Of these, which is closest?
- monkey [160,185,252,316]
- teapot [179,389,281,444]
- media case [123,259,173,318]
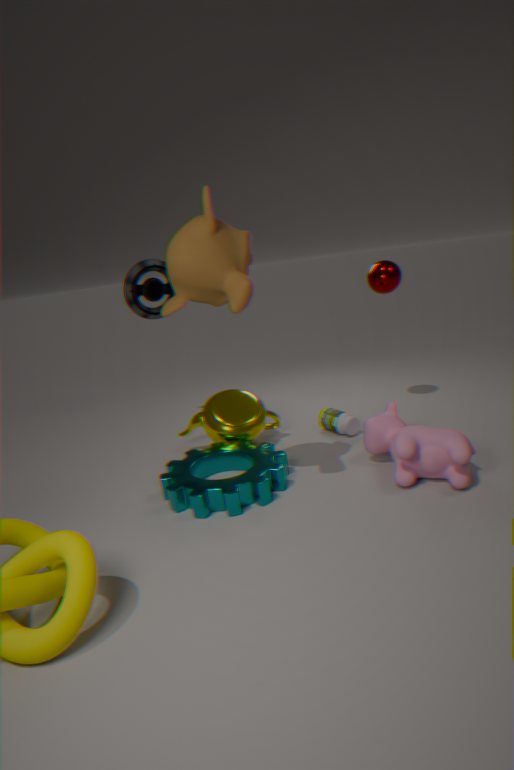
monkey [160,185,252,316]
